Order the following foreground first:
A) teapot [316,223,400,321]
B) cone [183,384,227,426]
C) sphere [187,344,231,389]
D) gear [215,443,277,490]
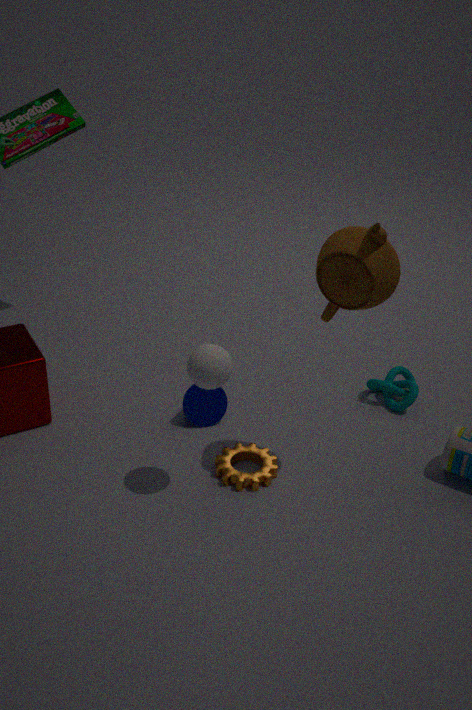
teapot [316,223,400,321] < sphere [187,344,231,389] < gear [215,443,277,490] < cone [183,384,227,426]
